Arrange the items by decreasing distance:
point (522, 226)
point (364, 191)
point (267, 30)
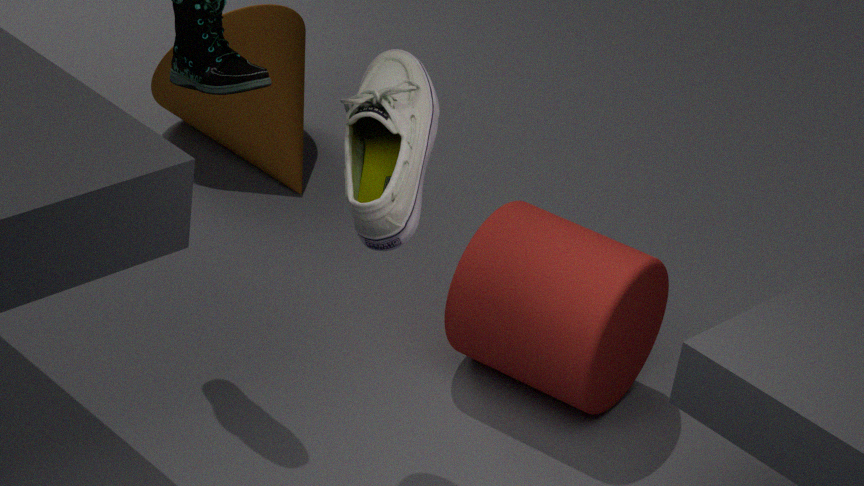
point (267, 30) → point (522, 226) → point (364, 191)
